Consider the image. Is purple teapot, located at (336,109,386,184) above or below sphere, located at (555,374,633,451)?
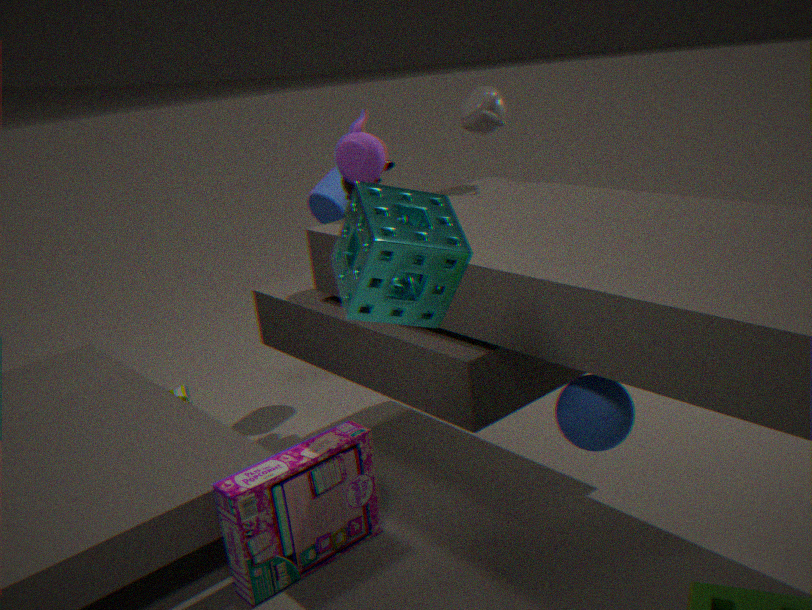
above
